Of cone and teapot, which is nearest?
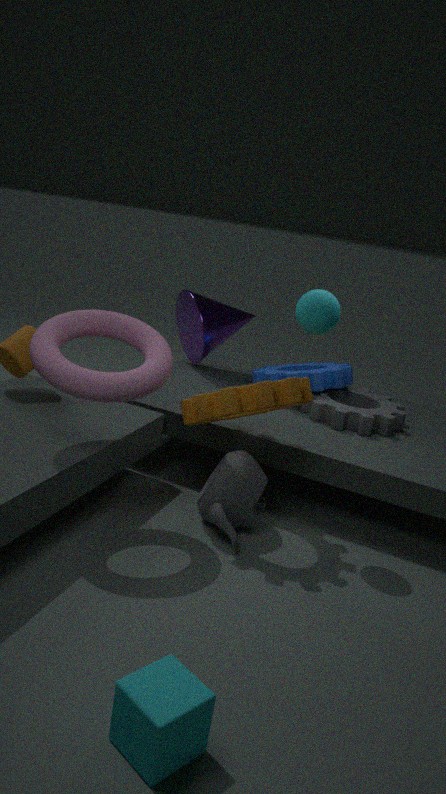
teapot
